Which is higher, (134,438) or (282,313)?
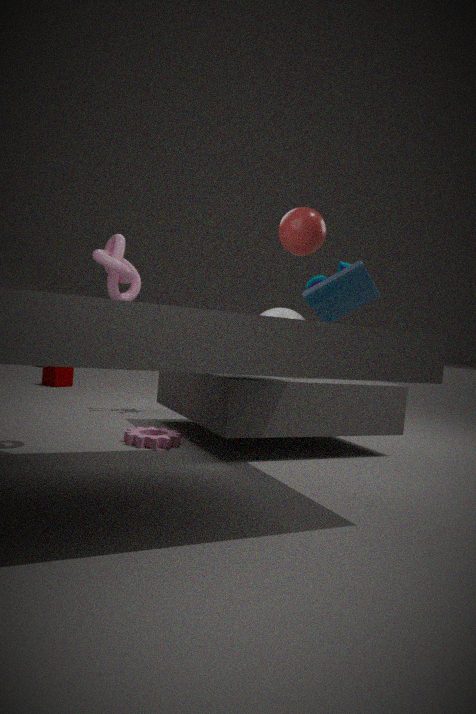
(282,313)
